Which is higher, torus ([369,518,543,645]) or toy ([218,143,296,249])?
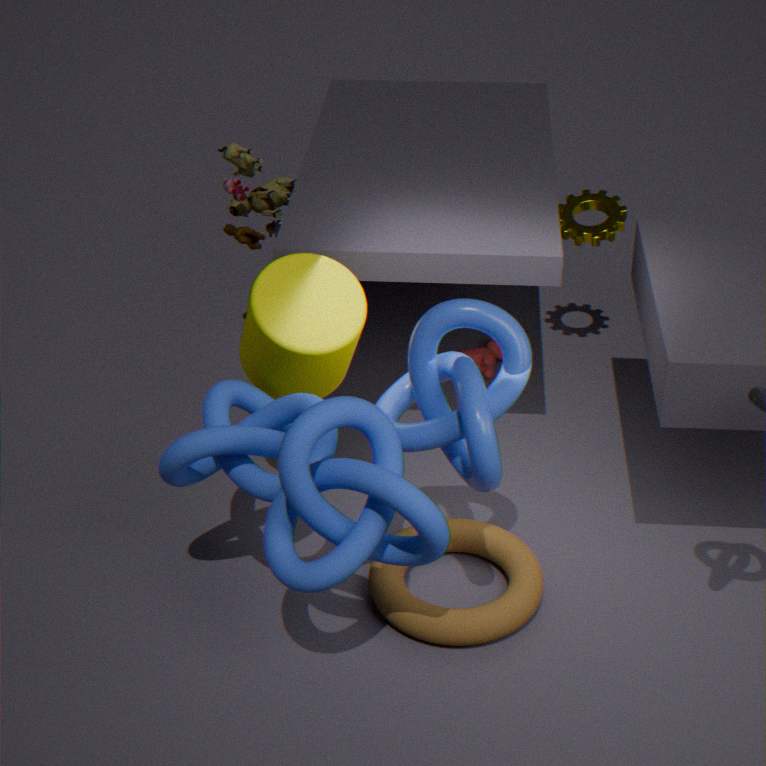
toy ([218,143,296,249])
